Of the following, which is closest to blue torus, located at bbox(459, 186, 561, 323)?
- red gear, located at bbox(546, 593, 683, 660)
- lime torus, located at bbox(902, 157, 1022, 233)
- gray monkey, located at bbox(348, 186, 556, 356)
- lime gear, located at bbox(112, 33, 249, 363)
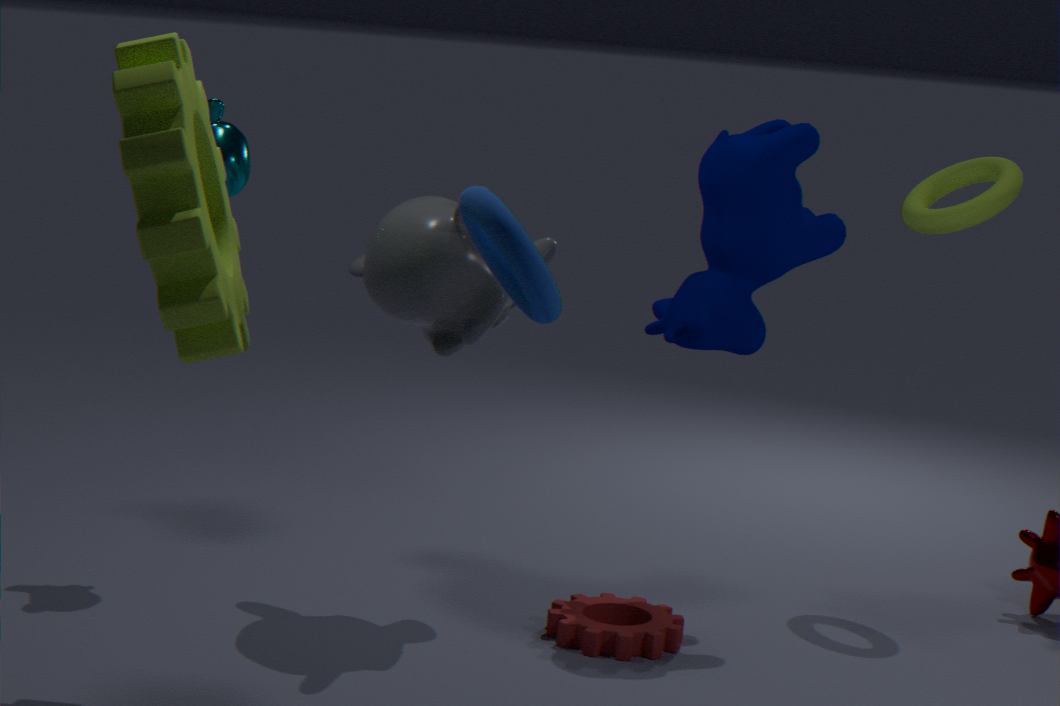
gray monkey, located at bbox(348, 186, 556, 356)
